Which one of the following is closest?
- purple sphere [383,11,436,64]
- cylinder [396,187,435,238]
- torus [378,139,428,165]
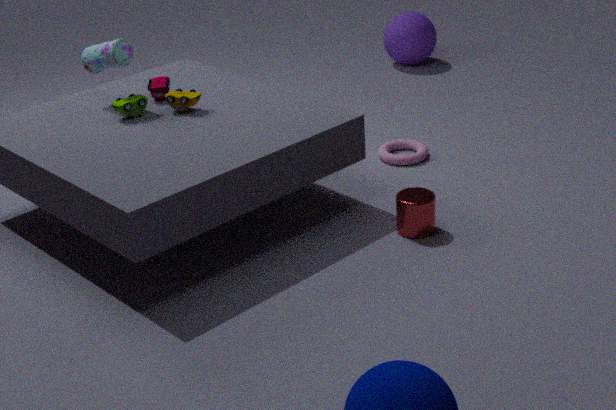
cylinder [396,187,435,238]
